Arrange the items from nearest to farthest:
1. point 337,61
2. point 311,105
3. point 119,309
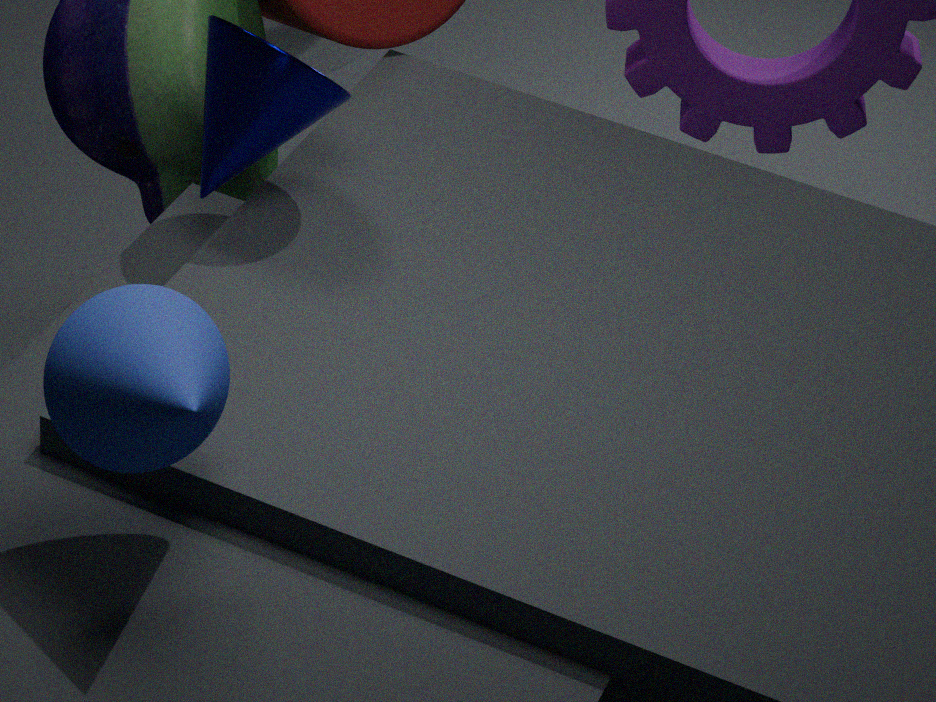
point 119,309 < point 311,105 < point 337,61
